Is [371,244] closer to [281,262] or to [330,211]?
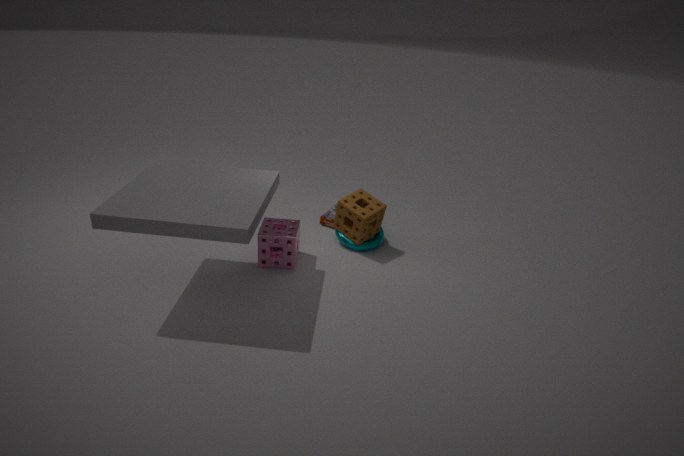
[330,211]
